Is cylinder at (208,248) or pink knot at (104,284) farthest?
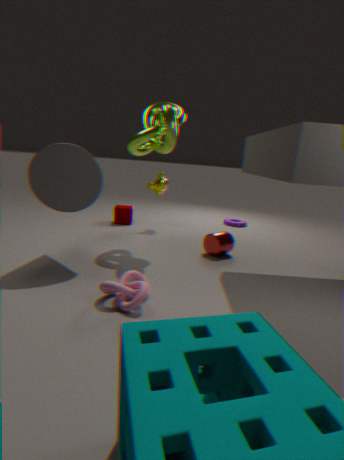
cylinder at (208,248)
